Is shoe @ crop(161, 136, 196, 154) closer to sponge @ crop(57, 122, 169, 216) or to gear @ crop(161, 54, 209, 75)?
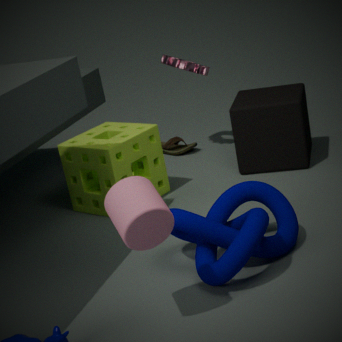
gear @ crop(161, 54, 209, 75)
